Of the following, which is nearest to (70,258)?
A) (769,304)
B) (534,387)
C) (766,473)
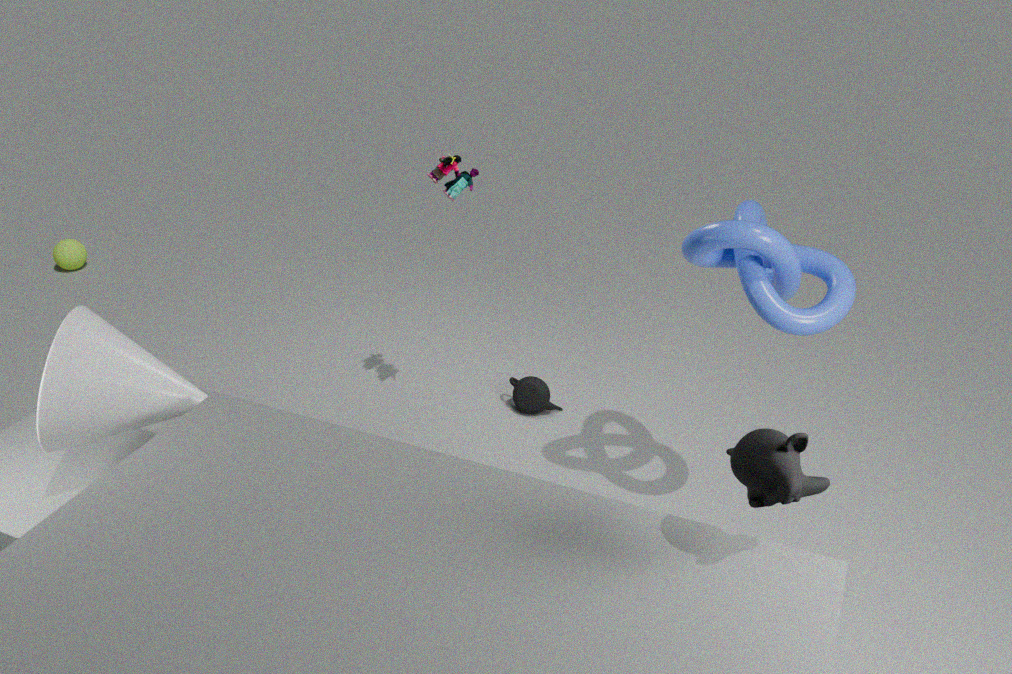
(534,387)
